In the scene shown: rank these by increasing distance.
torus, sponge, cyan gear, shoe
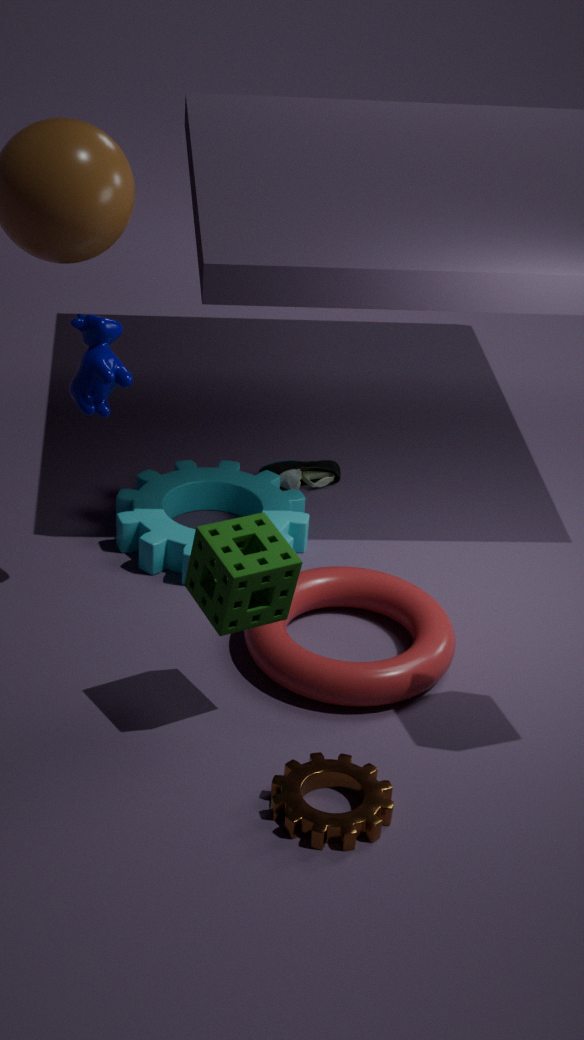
sponge, torus, cyan gear, shoe
